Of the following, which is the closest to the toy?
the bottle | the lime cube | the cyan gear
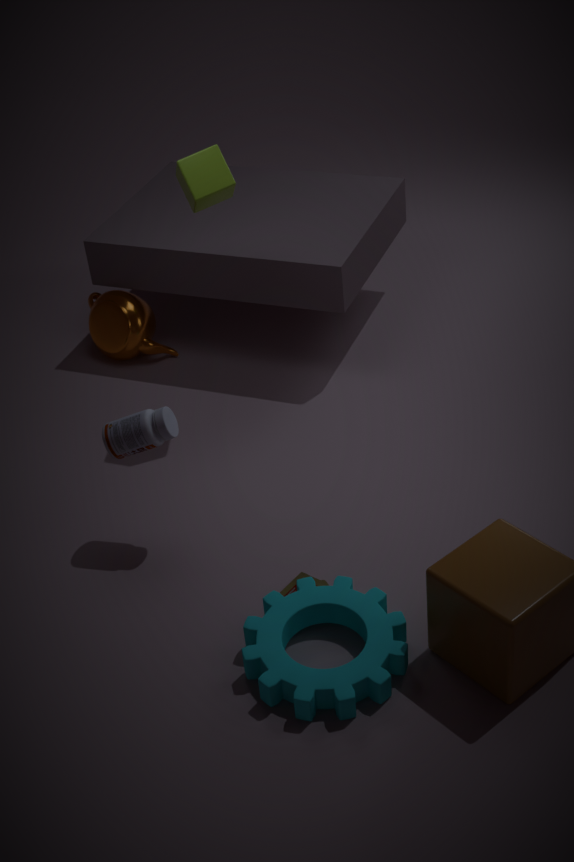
the cyan gear
